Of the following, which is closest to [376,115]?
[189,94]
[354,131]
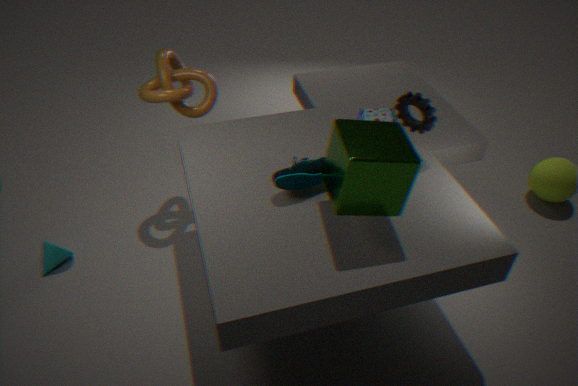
[354,131]
